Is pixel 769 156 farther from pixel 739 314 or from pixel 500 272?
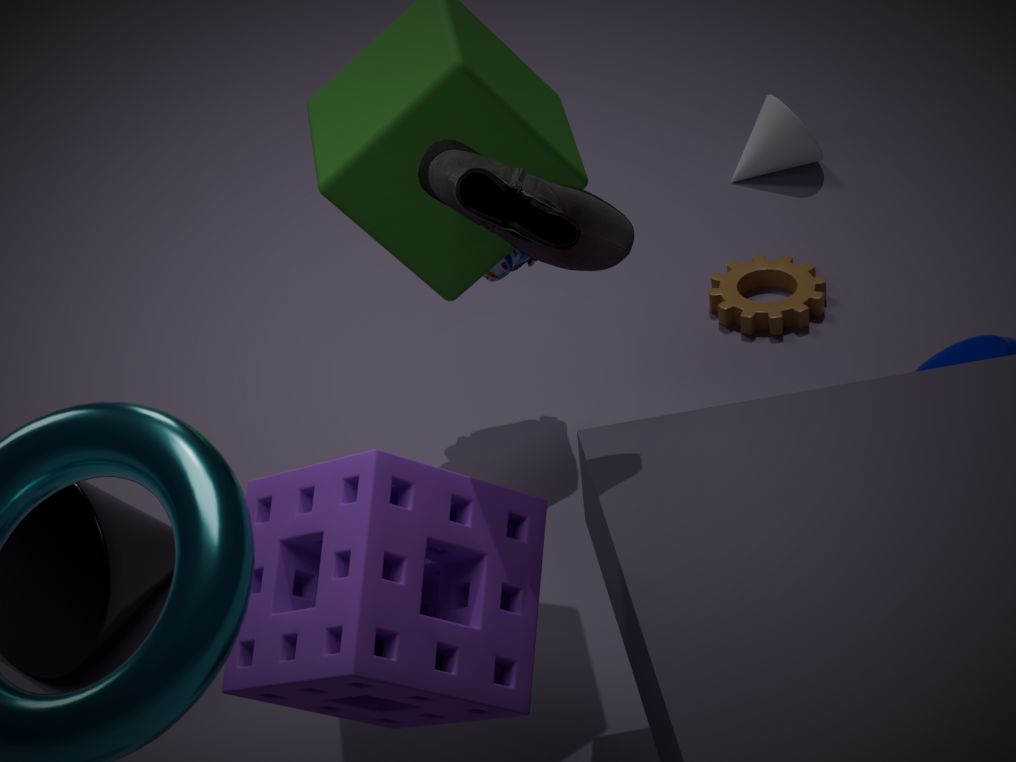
pixel 500 272
